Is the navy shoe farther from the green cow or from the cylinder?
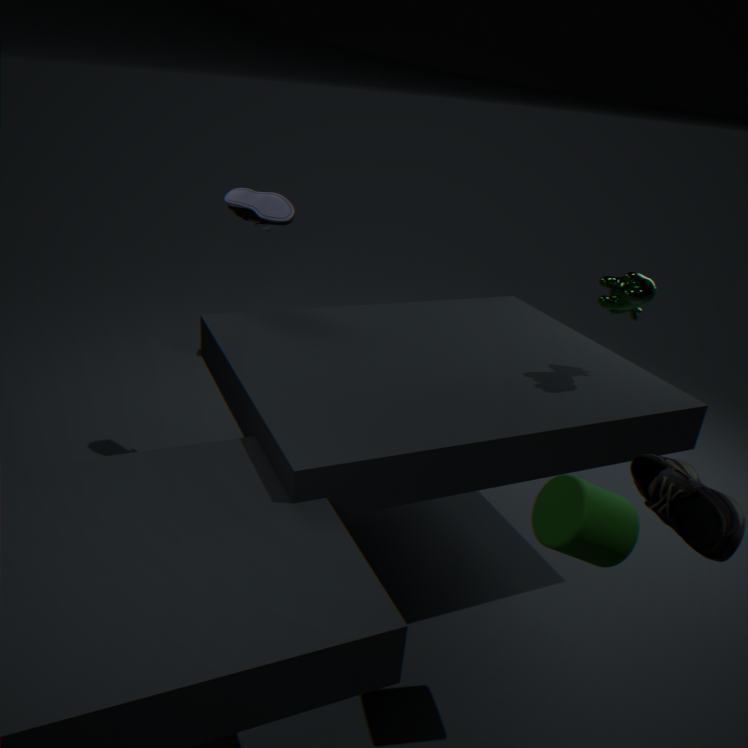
the cylinder
